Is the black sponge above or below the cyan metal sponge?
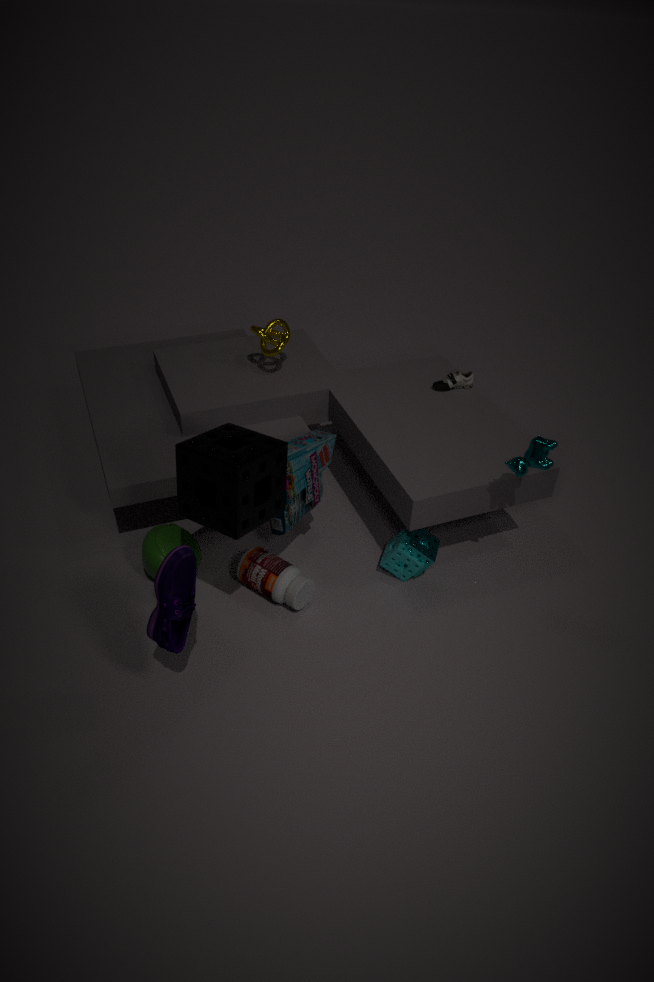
above
